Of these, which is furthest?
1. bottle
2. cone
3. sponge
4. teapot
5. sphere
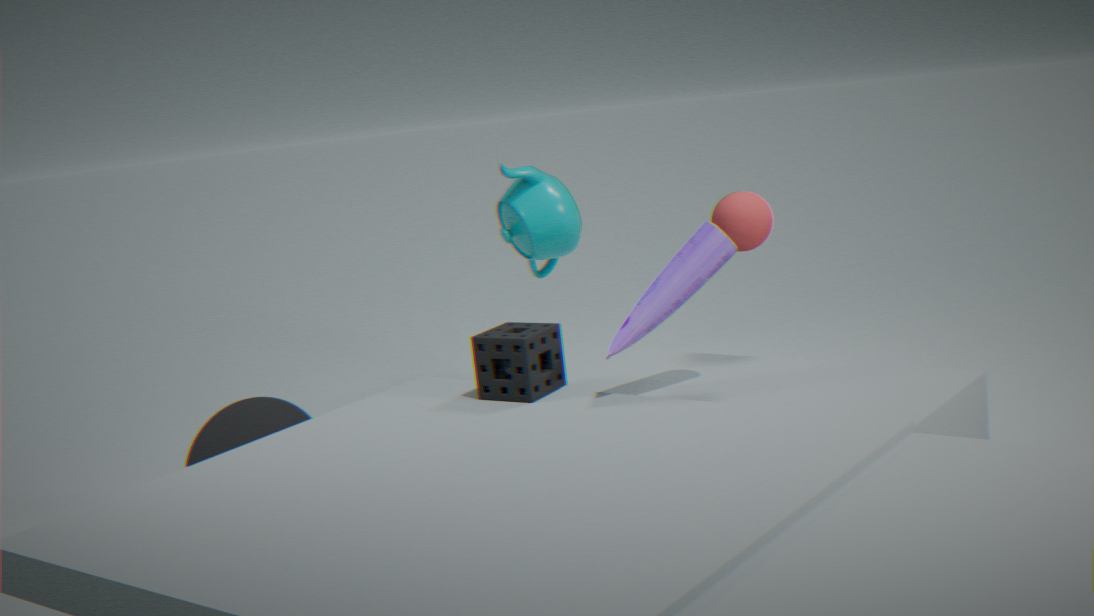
teapot
